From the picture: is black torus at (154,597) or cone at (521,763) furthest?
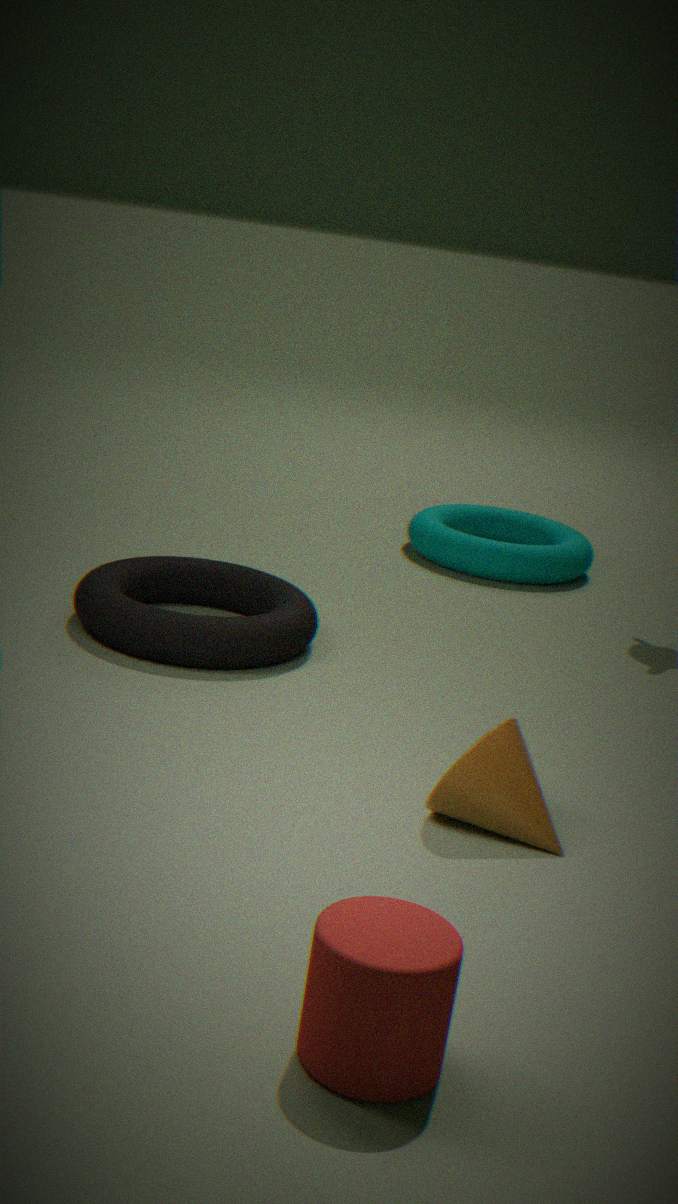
black torus at (154,597)
